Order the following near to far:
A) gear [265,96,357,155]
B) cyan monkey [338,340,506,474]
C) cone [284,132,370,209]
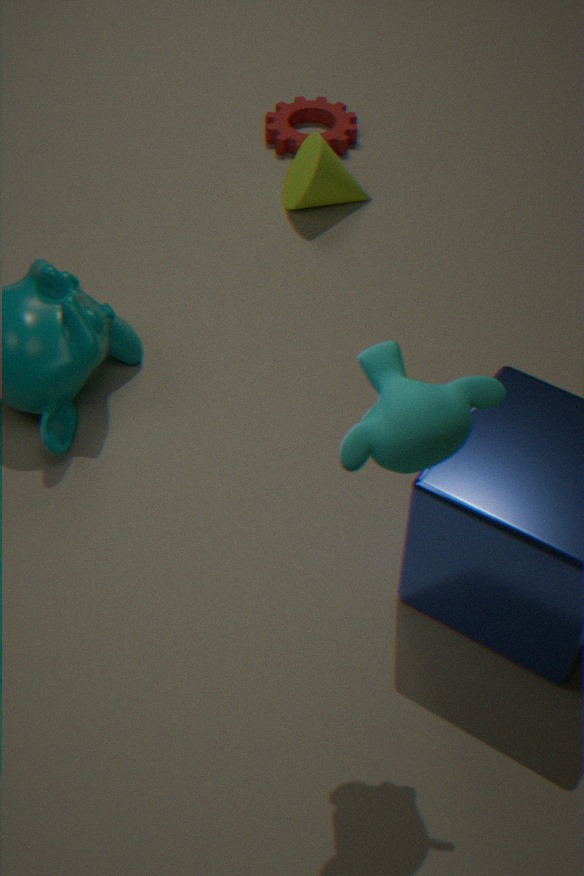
cyan monkey [338,340,506,474] < cone [284,132,370,209] < gear [265,96,357,155]
